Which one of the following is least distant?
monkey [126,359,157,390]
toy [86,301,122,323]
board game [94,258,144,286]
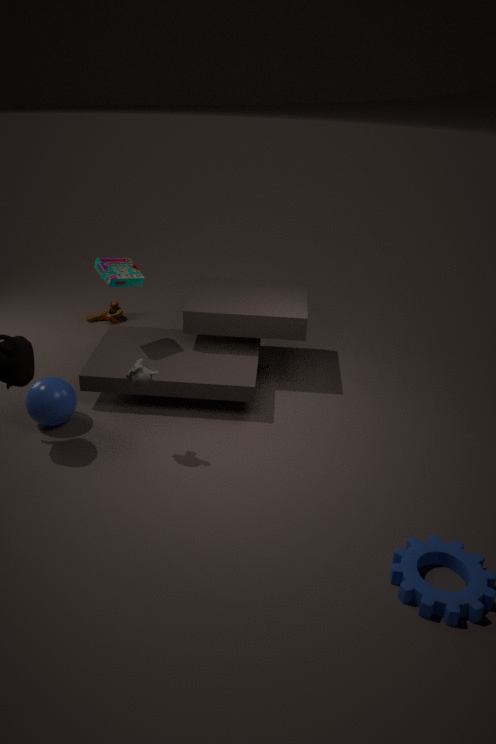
monkey [126,359,157,390]
